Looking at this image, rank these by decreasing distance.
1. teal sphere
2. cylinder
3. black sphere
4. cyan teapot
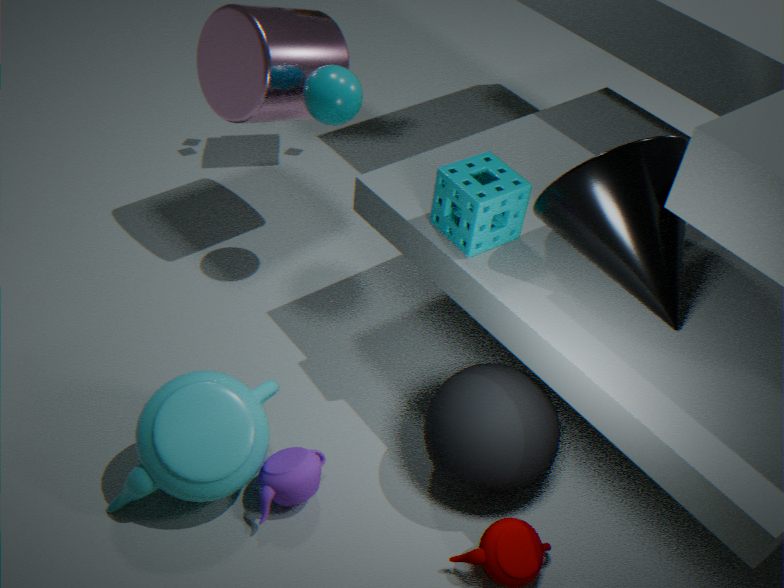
cylinder → teal sphere → black sphere → cyan teapot
